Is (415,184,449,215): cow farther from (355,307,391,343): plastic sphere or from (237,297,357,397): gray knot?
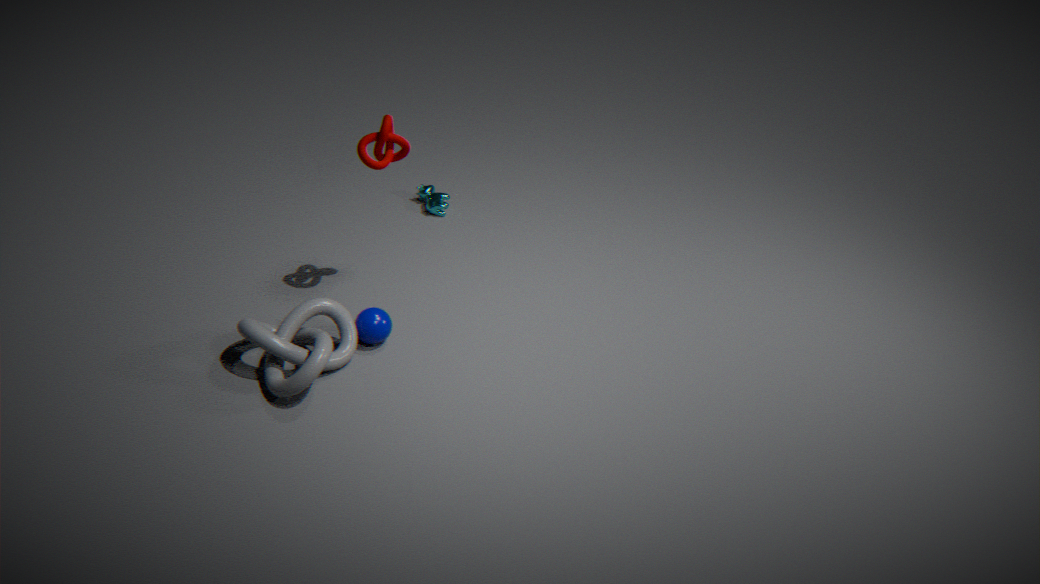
(237,297,357,397): gray knot
